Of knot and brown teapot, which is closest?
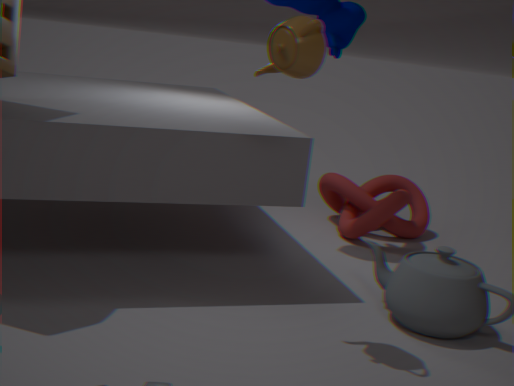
brown teapot
